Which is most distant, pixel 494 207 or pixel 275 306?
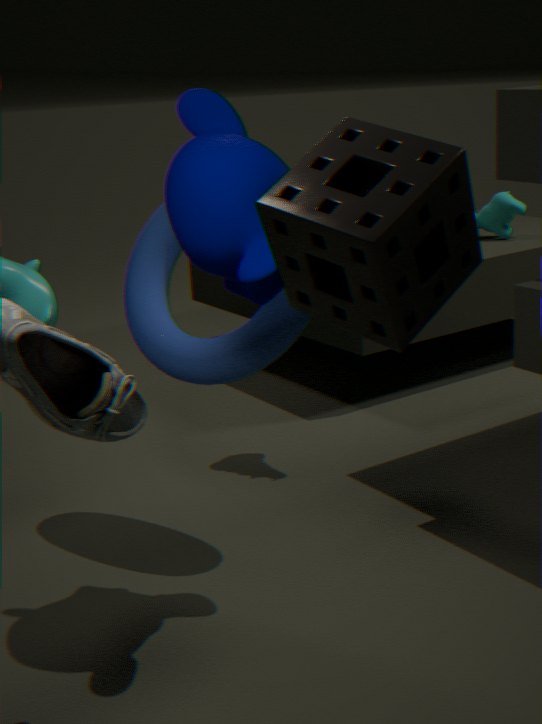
pixel 494 207
